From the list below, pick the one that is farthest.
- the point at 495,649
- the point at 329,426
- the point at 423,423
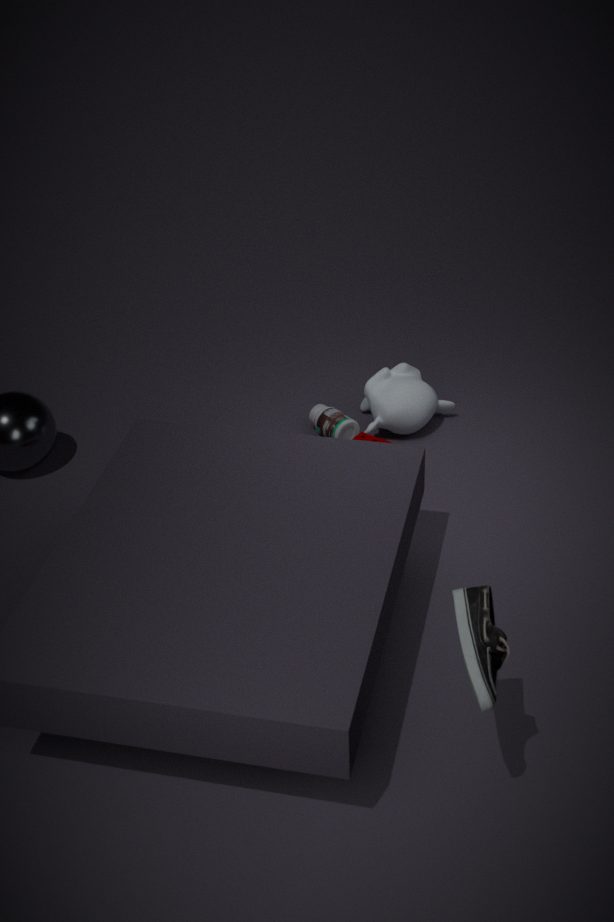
the point at 423,423
